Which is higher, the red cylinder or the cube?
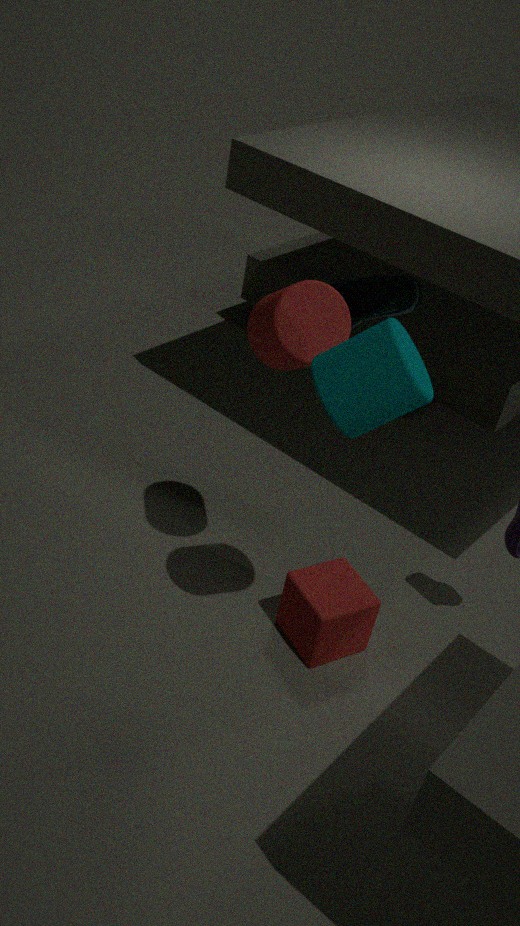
the red cylinder
